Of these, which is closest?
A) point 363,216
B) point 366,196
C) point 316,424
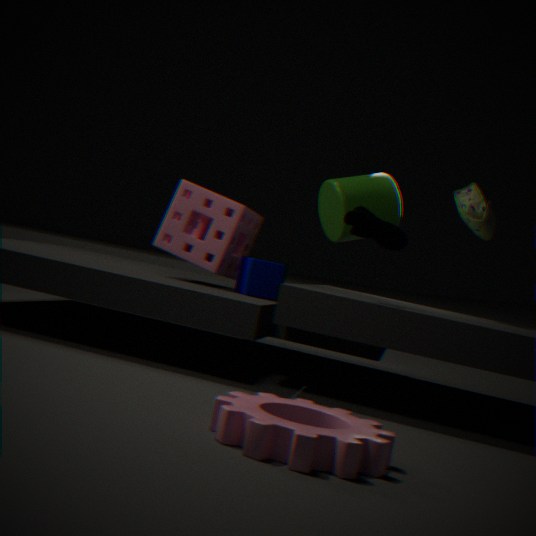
C. point 316,424
